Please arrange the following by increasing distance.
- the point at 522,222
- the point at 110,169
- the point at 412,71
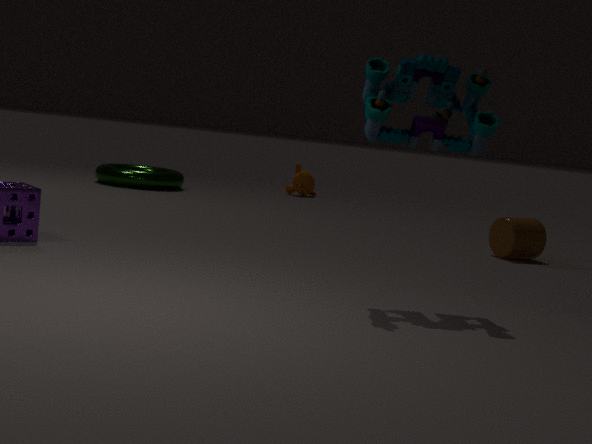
the point at 412,71 → the point at 522,222 → the point at 110,169
